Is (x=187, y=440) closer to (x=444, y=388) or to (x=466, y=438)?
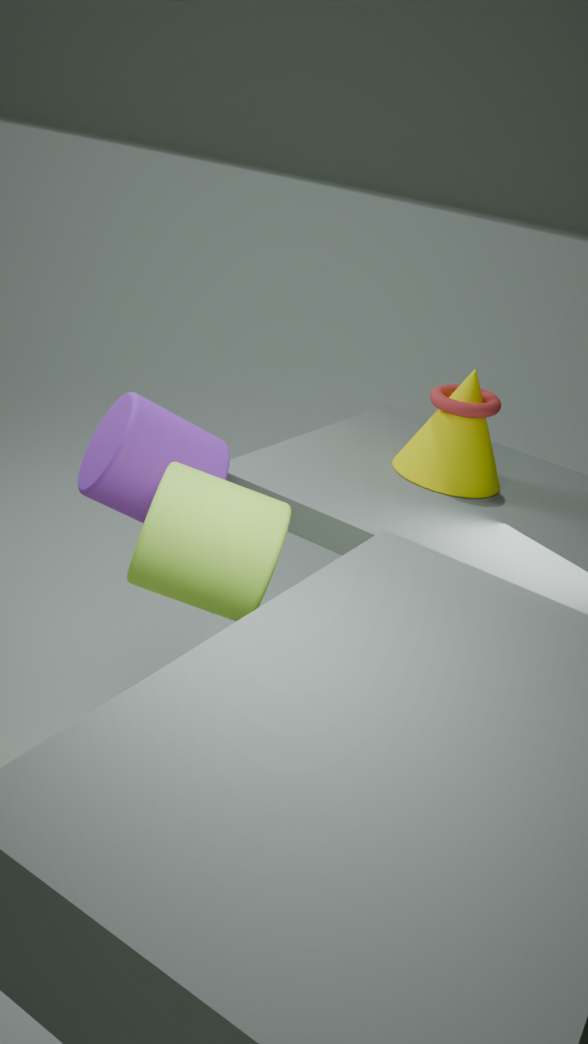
(x=466, y=438)
